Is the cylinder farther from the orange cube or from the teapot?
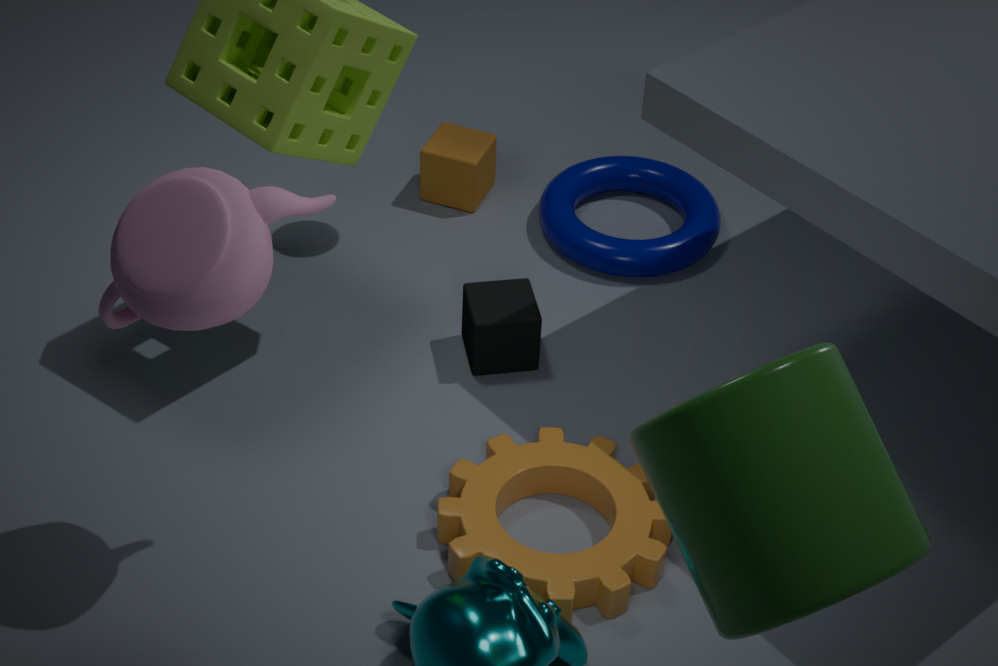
the orange cube
